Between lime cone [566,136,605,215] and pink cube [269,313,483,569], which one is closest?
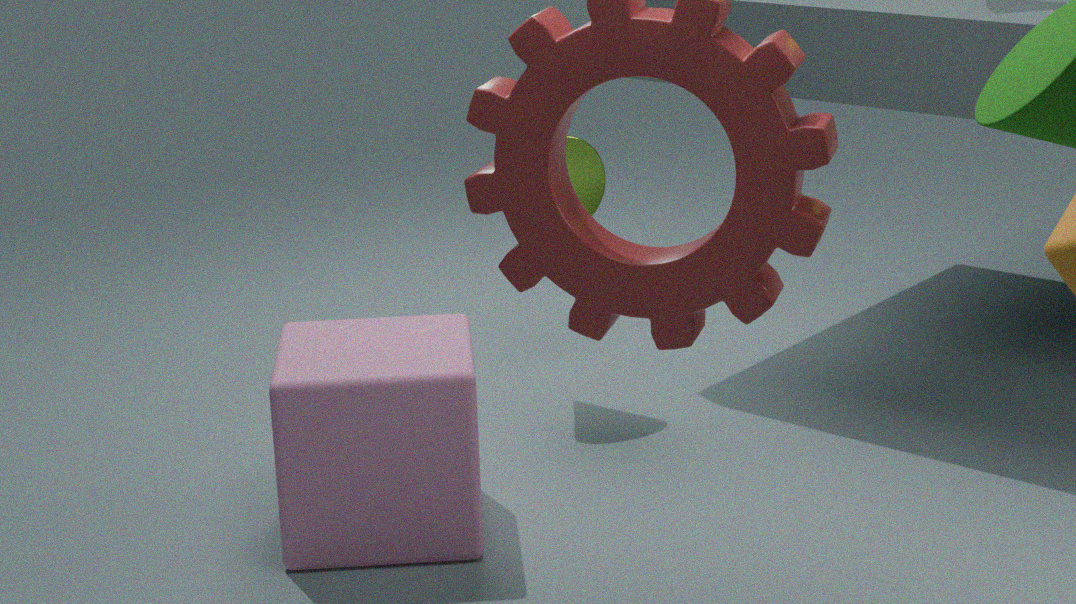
pink cube [269,313,483,569]
